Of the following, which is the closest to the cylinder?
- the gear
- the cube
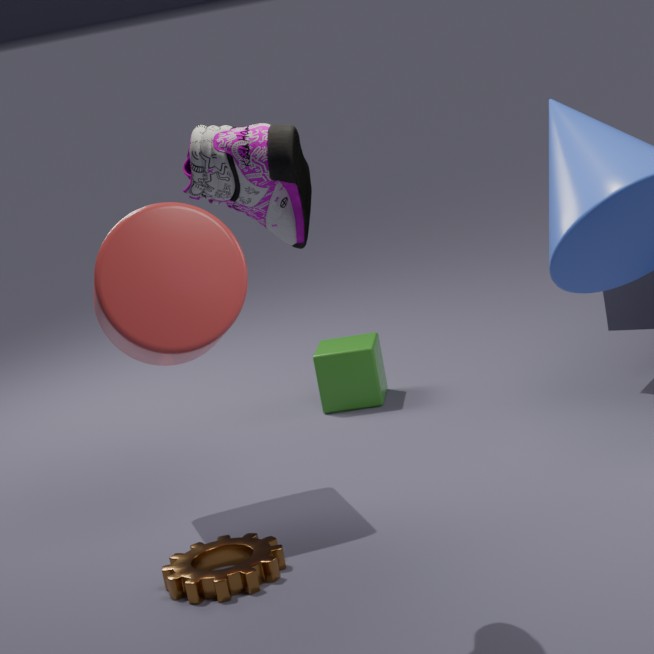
the gear
